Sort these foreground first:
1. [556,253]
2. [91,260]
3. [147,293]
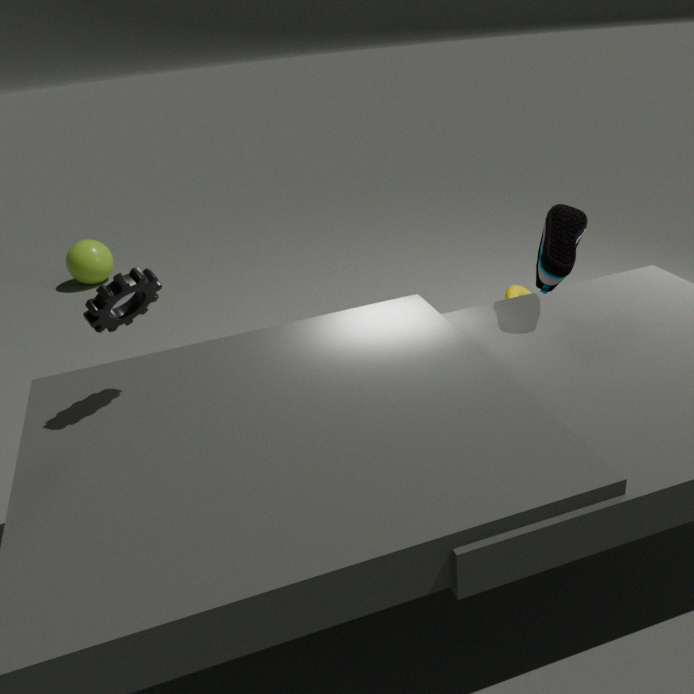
[147,293]
[556,253]
[91,260]
